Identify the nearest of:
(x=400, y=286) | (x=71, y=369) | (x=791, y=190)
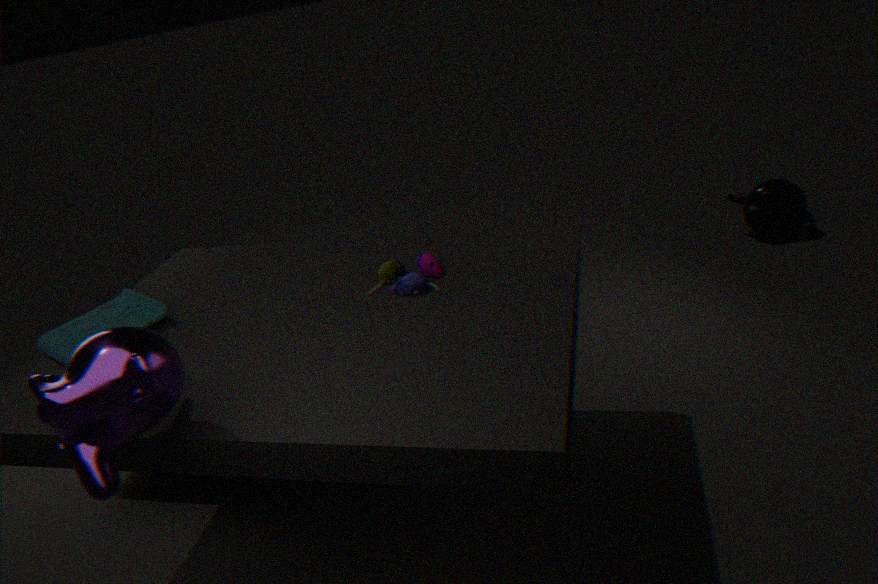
(x=71, y=369)
